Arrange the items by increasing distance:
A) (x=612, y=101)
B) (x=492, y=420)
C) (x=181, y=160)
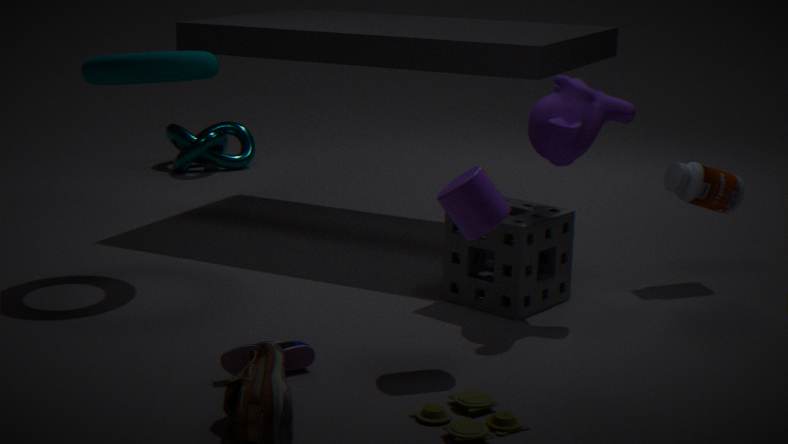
(x=492, y=420) < (x=612, y=101) < (x=181, y=160)
